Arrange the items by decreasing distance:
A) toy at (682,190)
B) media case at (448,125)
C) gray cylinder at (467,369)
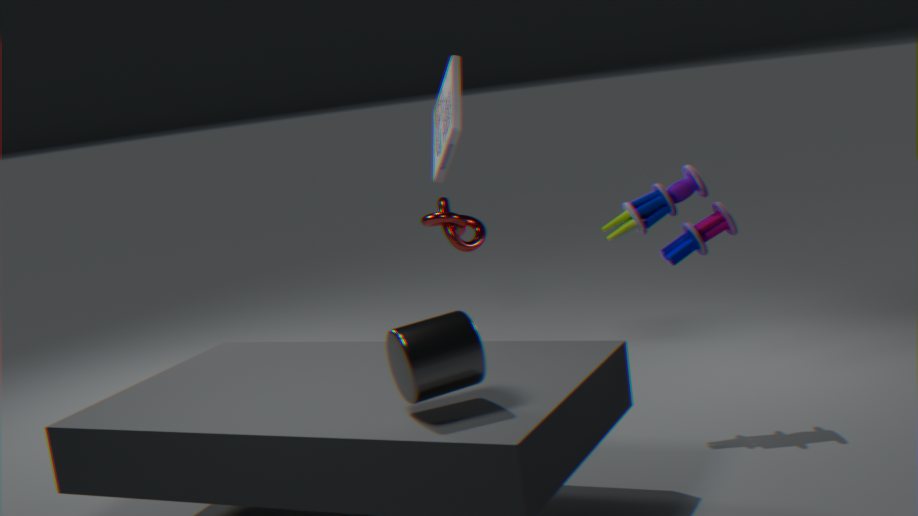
media case at (448,125), toy at (682,190), gray cylinder at (467,369)
